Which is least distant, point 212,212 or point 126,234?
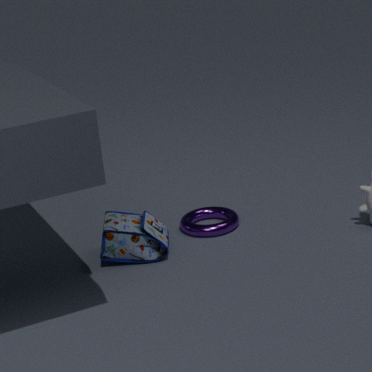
point 126,234
